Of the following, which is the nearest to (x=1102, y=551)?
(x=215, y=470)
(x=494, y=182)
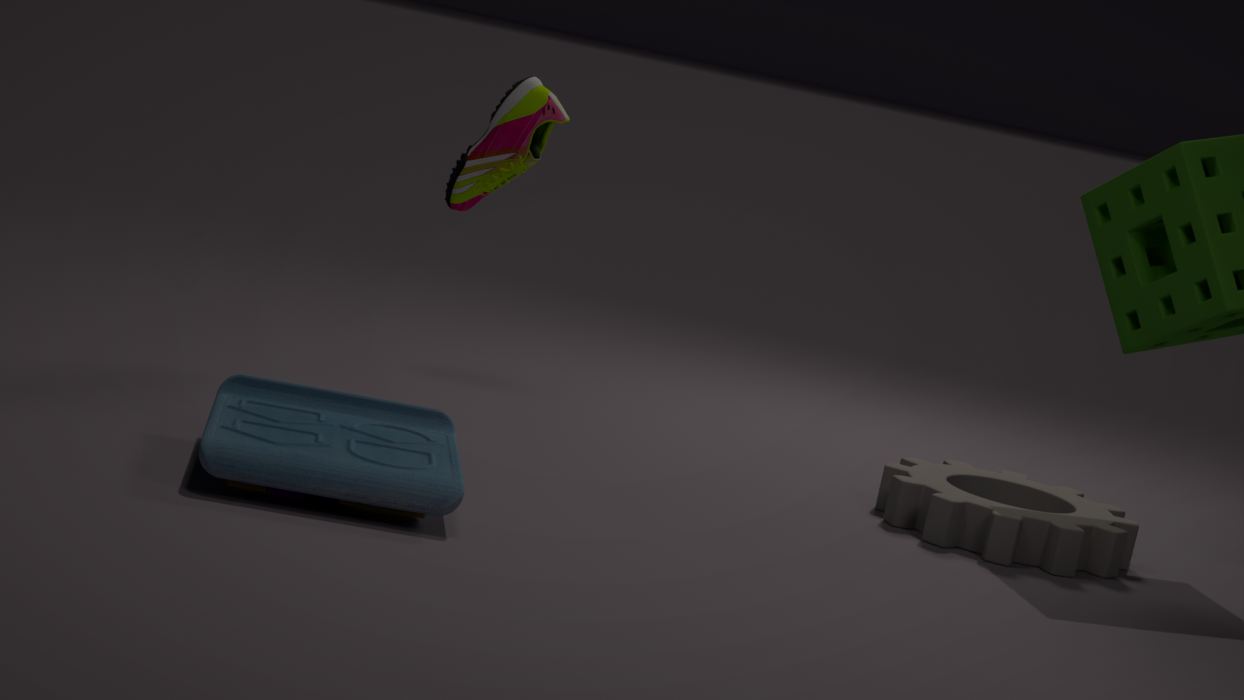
(x=494, y=182)
